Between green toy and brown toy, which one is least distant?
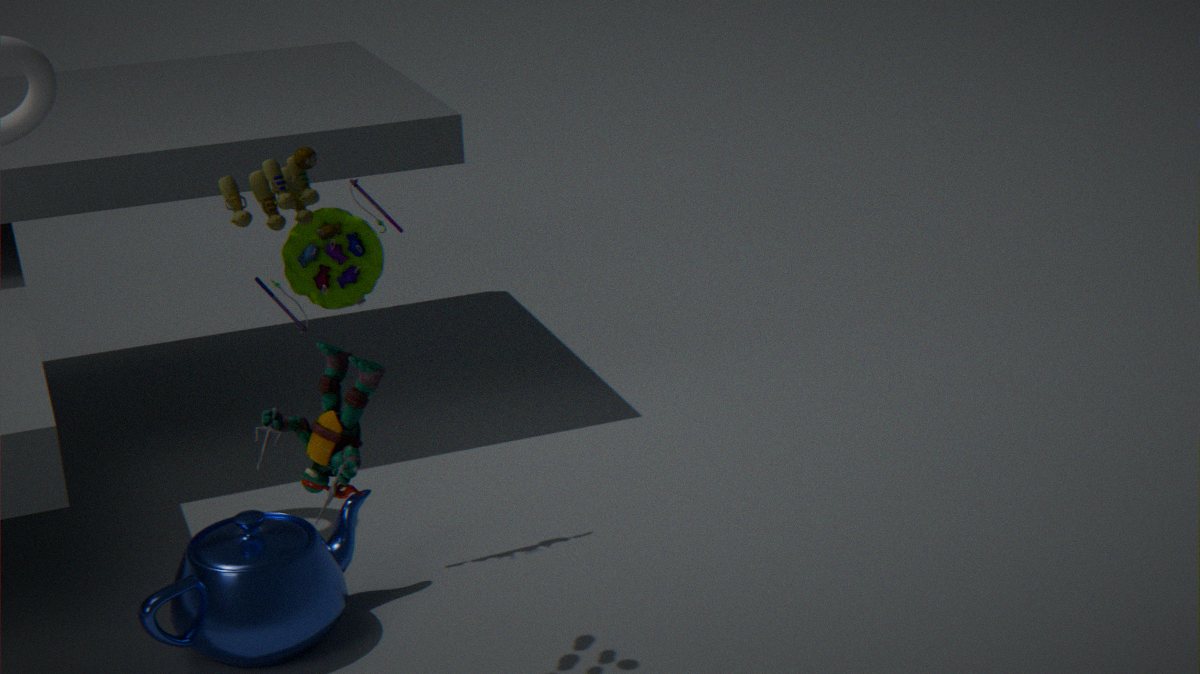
brown toy
